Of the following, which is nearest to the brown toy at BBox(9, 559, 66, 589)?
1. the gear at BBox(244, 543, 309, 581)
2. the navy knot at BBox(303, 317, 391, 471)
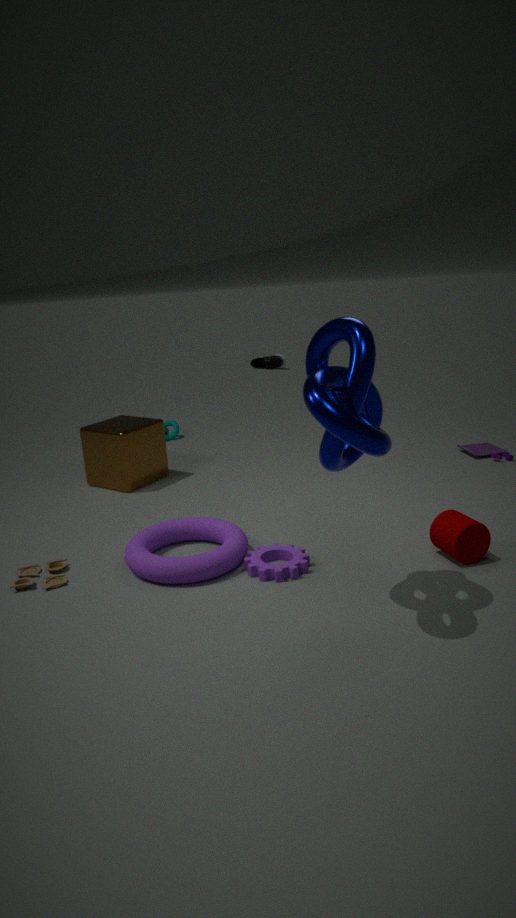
the gear at BBox(244, 543, 309, 581)
